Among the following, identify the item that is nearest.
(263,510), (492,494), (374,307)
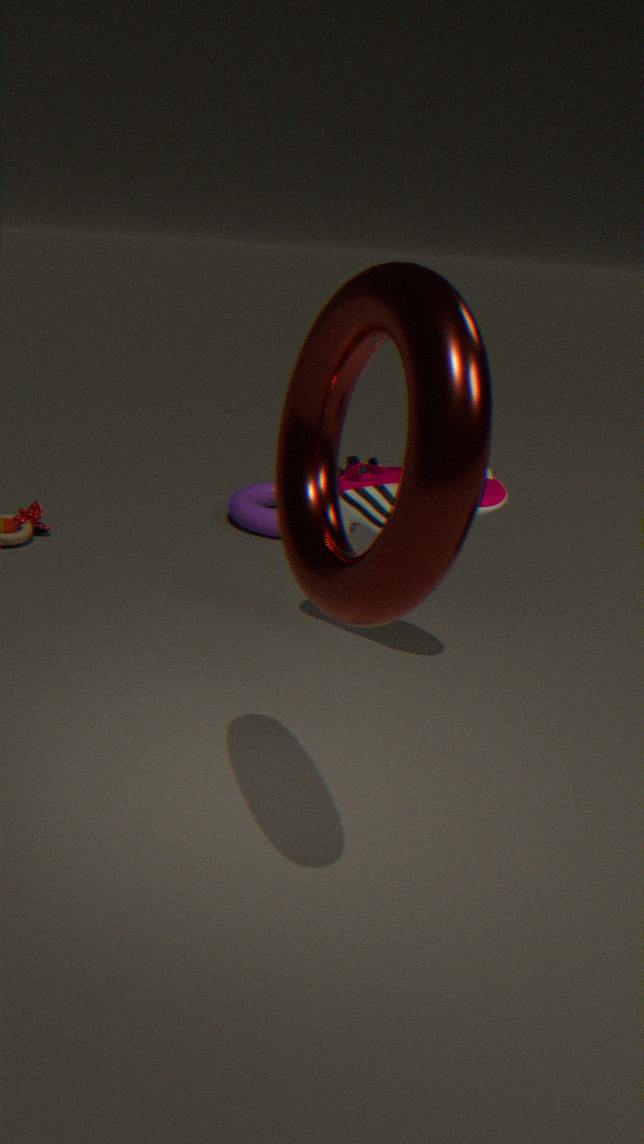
(374,307)
